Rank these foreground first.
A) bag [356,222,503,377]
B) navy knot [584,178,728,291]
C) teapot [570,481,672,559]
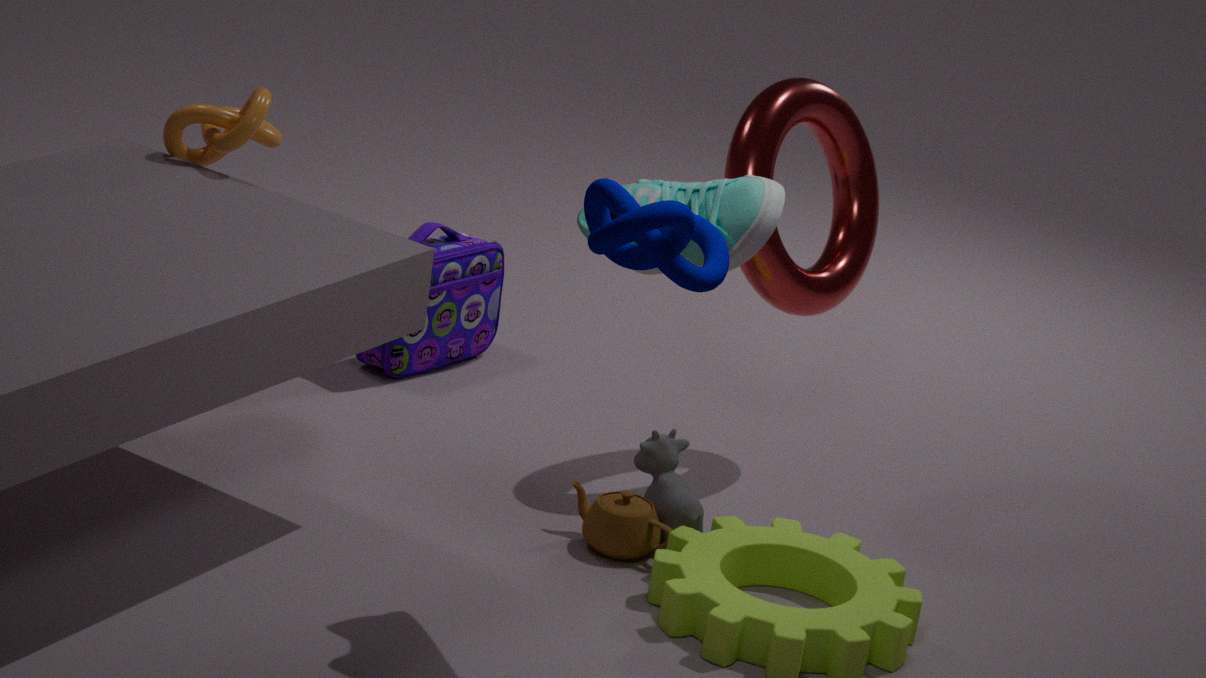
B. navy knot [584,178,728,291], C. teapot [570,481,672,559], A. bag [356,222,503,377]
